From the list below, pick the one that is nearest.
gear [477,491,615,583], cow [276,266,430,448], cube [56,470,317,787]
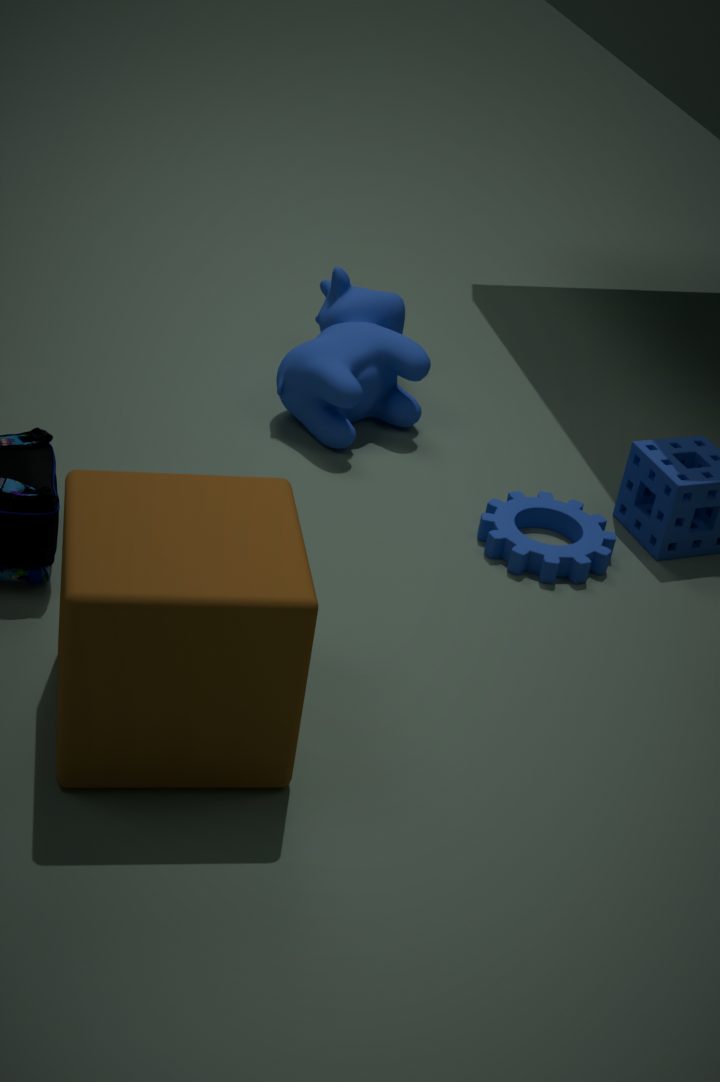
cube [56,470,317,787]
